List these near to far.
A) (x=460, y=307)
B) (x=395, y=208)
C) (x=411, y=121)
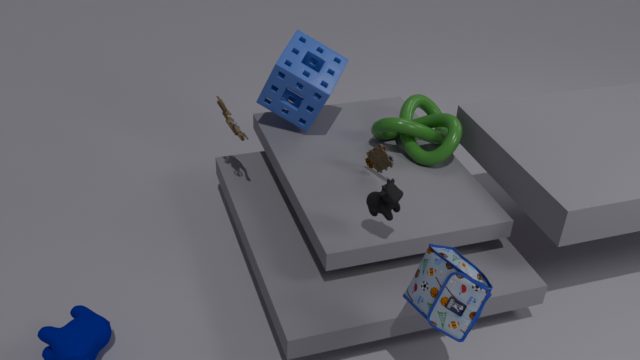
(x=460, y=307) → (x=395, y=208) → (x=411, y=121)
